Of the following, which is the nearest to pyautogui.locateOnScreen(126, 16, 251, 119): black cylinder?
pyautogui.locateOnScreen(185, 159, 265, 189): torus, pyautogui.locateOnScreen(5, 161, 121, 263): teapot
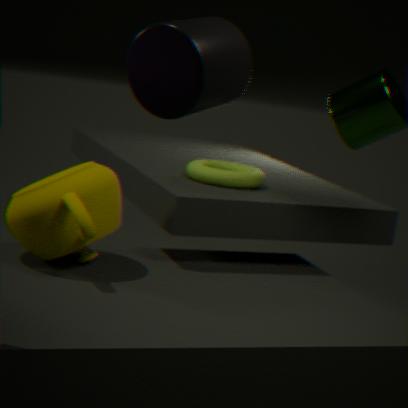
pyautogui.locateOnScreen(5, 161, 121, 263): teapot
